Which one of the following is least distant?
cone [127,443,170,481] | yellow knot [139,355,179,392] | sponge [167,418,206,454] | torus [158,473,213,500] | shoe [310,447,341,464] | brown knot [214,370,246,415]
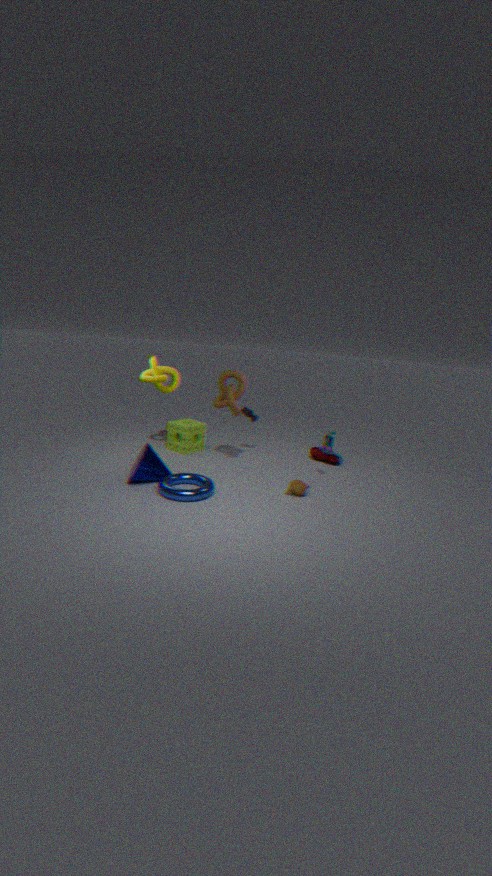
torus [158,473,213,500]
